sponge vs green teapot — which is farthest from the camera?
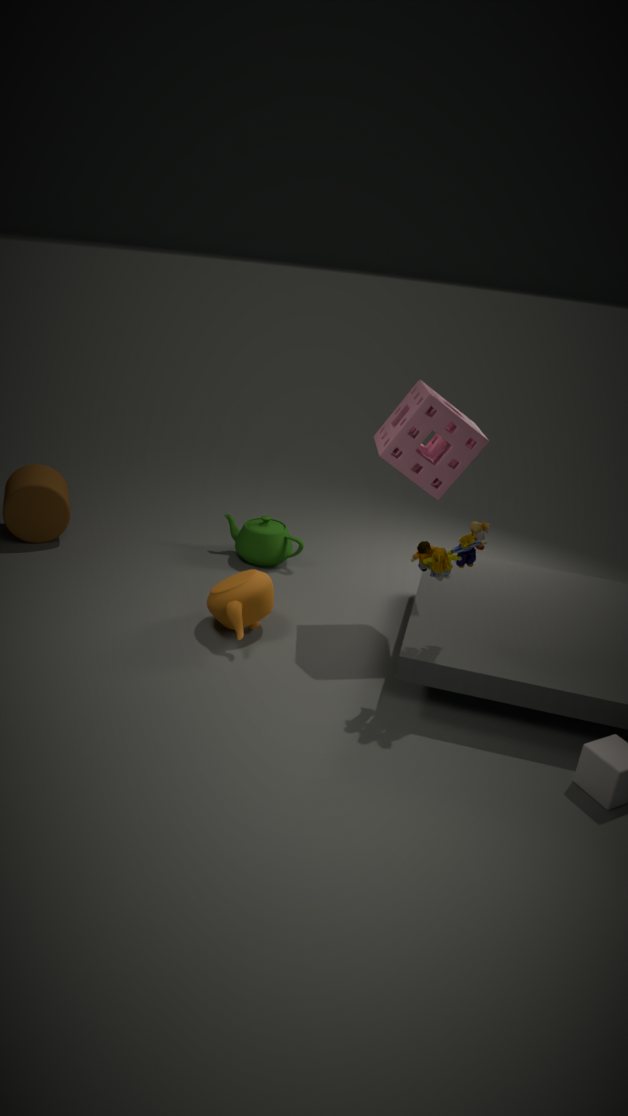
green teapot
